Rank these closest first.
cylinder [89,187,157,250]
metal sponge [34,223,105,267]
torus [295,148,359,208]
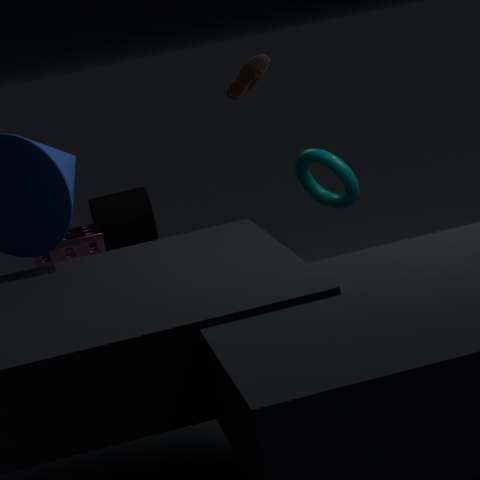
torus [295,148,359,208] < metal sponge [34,223,105,267] < cylinder [89,187,157,250]
